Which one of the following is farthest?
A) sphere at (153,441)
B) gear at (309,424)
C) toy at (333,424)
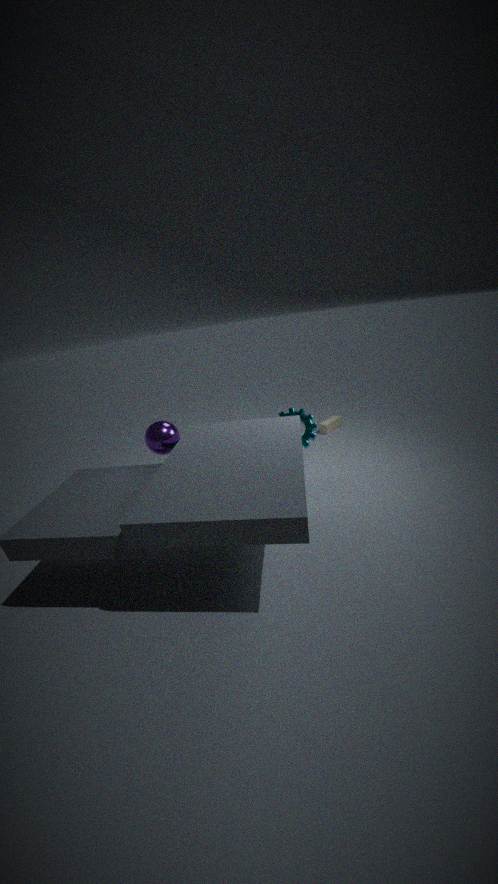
toy at (333,424)
